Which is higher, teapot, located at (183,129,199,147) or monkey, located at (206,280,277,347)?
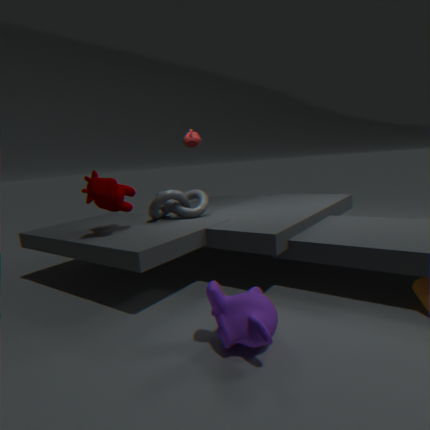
teapot, located at (183,129,199,147)
